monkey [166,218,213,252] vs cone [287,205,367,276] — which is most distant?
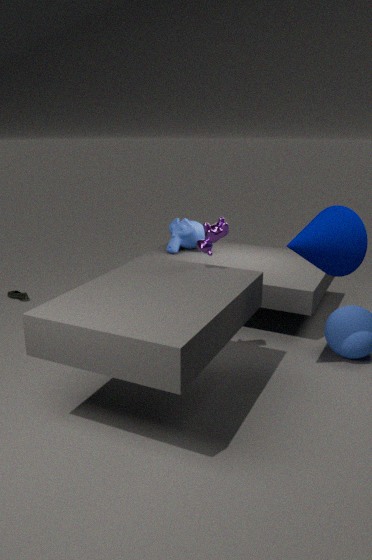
monkey [166,218,213,252]
